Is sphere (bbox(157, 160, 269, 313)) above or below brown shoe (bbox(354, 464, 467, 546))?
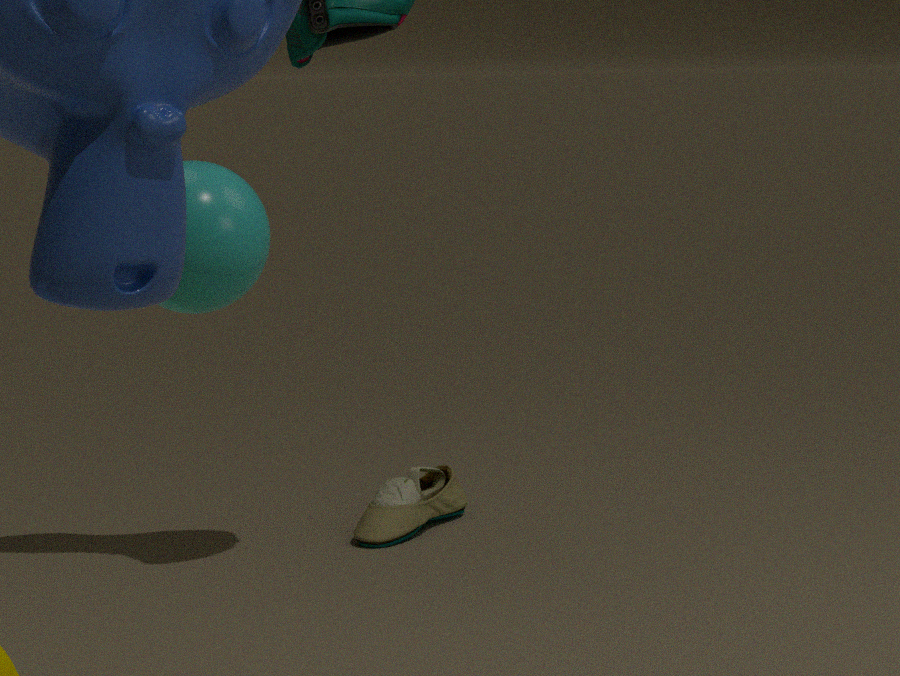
above
